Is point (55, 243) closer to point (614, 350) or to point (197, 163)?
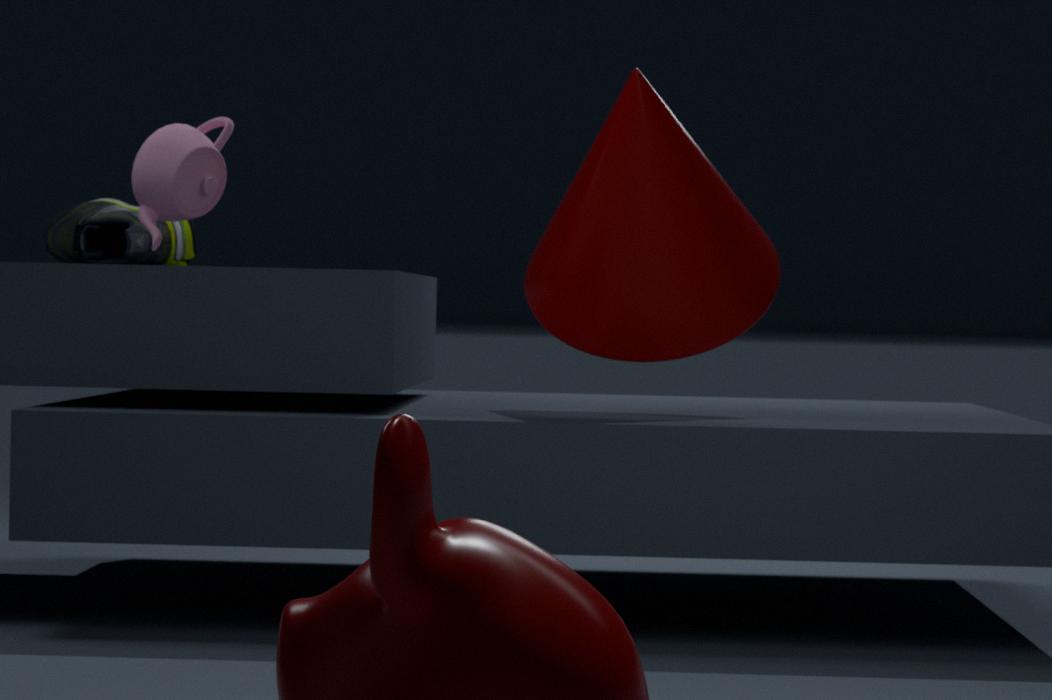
point (197, 163)
